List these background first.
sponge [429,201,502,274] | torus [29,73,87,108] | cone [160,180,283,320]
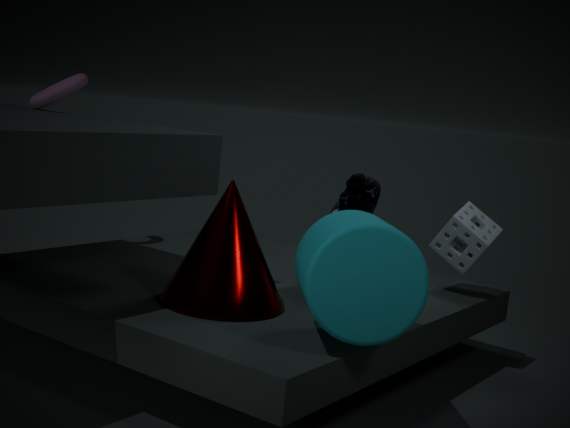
torus [29,73,87,108], sponge [429,201,502,274], cone [160,180,283,320]
